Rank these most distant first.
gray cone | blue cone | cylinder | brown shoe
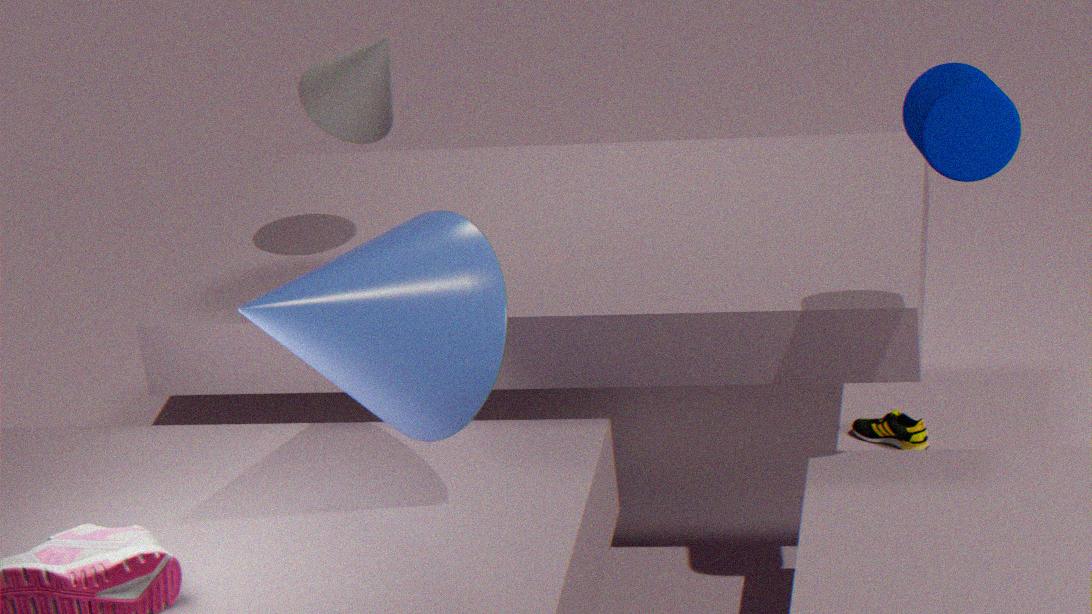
brown shoe
gray cone
blue cone
cylinder
